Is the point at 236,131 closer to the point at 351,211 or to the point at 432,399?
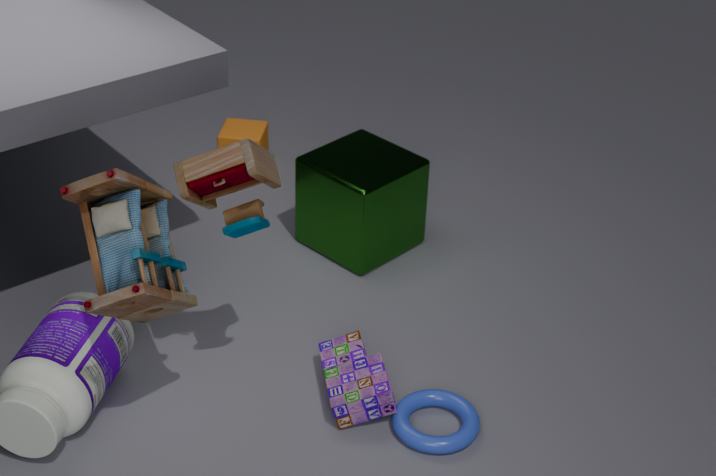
the point at 351,211
